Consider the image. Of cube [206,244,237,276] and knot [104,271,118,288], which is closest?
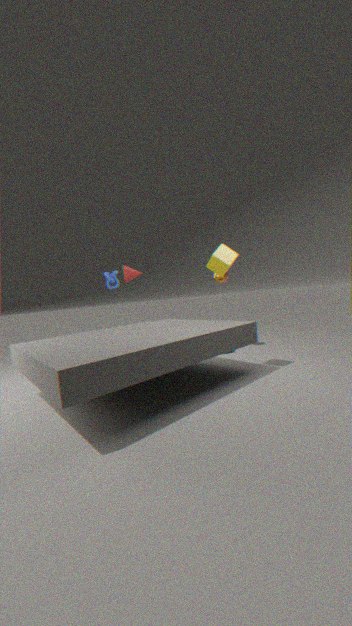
cube [206,244,237,276]
